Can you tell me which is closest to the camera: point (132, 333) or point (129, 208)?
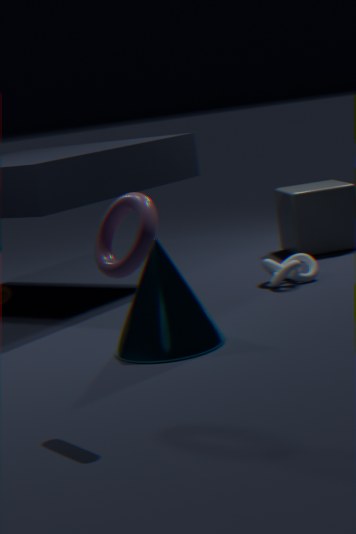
point (129, 208)
